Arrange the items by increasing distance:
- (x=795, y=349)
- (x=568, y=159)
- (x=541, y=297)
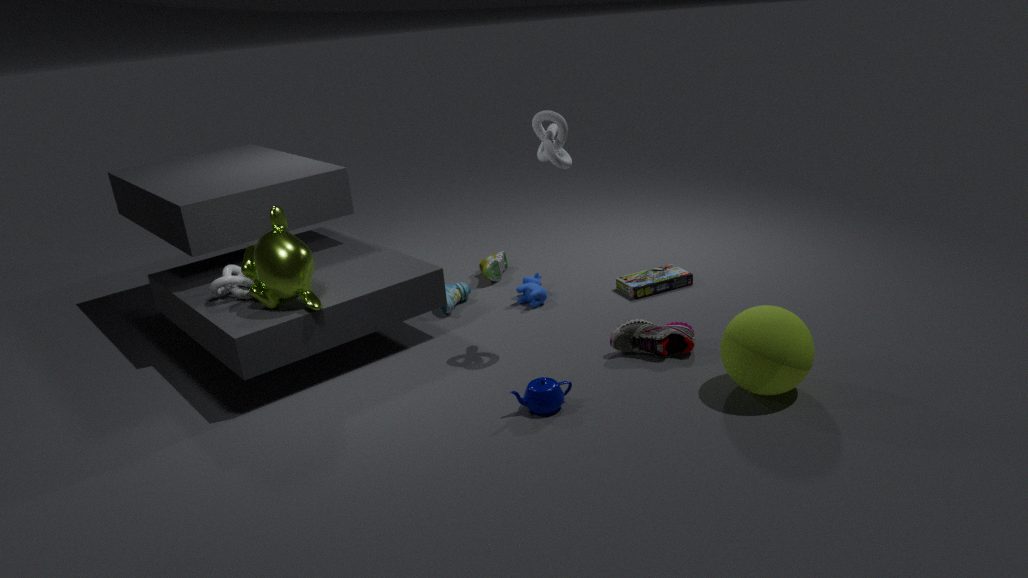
(x=795, y=349) < (x=568, y=159) < (x=541, y=297)
